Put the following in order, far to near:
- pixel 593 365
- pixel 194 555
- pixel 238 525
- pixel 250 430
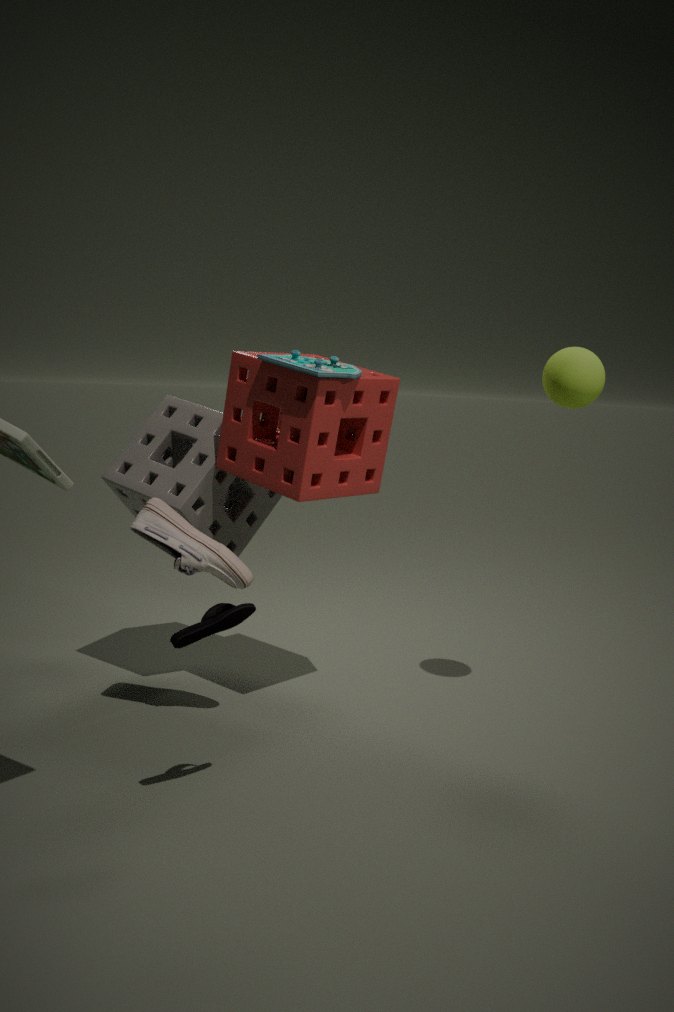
1. pixel 238 525
2. pixel 250 430
3. pixel 593 365
4. pixel 194 555
